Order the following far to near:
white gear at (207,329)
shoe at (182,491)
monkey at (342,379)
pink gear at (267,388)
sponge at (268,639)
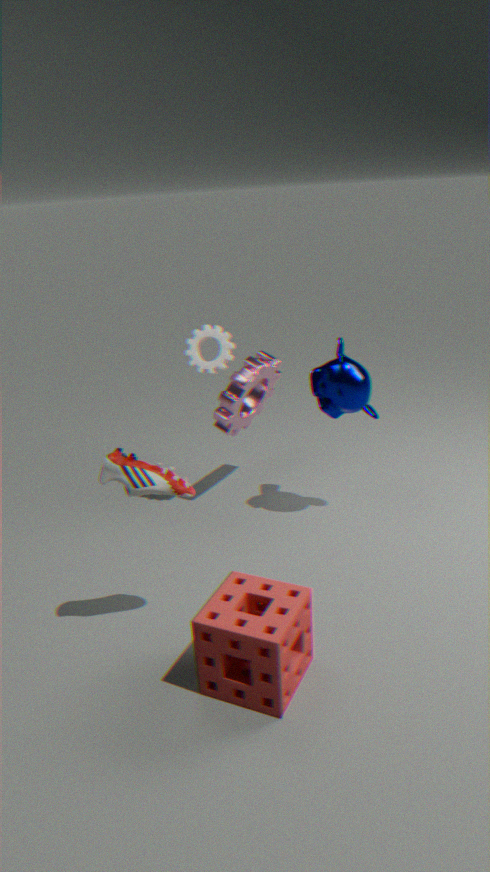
pink gear at (267,388), white gear at (207,329), monkey at (342,379), shoe at (182,491), sponge at (268,639)
